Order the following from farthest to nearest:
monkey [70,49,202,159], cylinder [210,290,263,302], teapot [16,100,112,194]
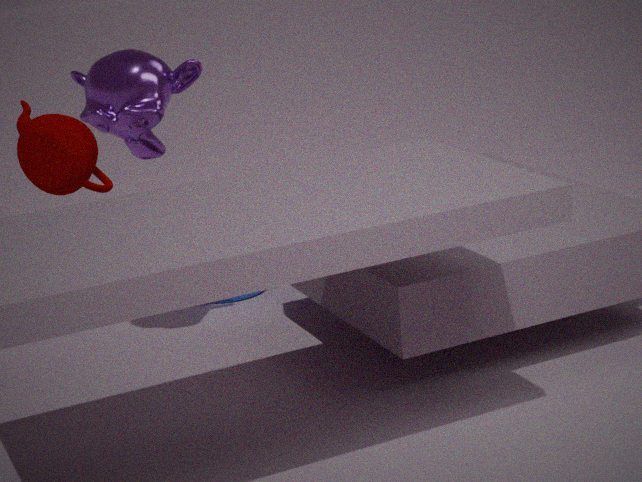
cylinder [210,290,263,302]
teapot [16,100,112,194]
monkey [70,49,202,159]
